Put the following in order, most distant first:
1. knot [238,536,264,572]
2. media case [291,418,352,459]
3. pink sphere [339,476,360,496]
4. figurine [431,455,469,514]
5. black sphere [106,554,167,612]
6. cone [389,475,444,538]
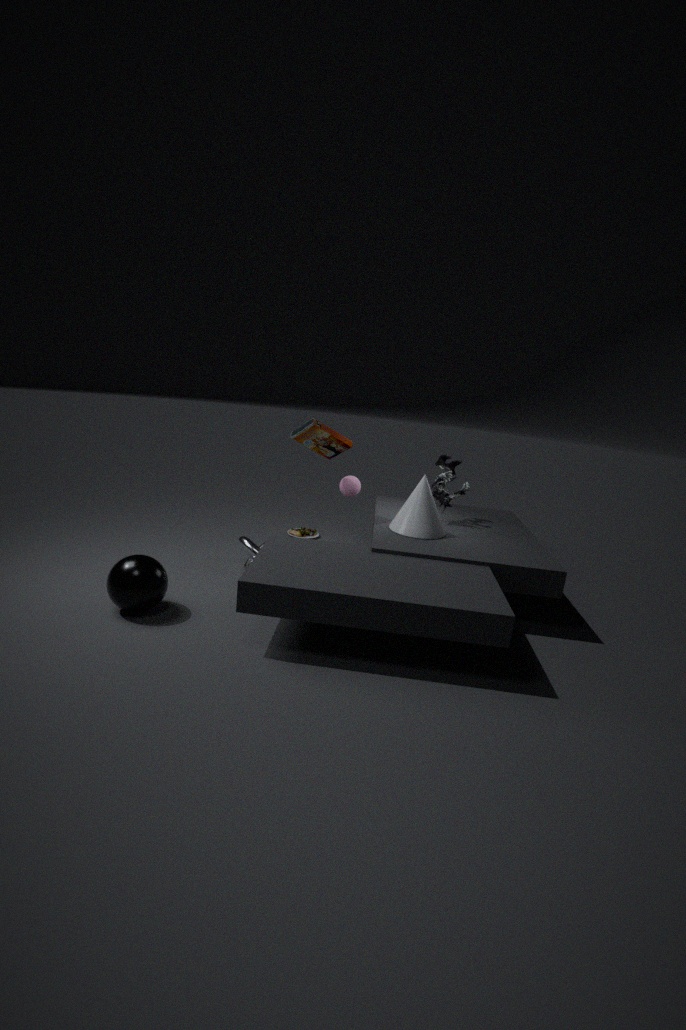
1. pink sphere [339,476,360,496]
2. figurine [431,455,469,514]
3. knot [238,536,264,572]
4. media case [291,418,352,459]
5. cone [389,475,444,538]
6. black sphere [106,554,167,612]
